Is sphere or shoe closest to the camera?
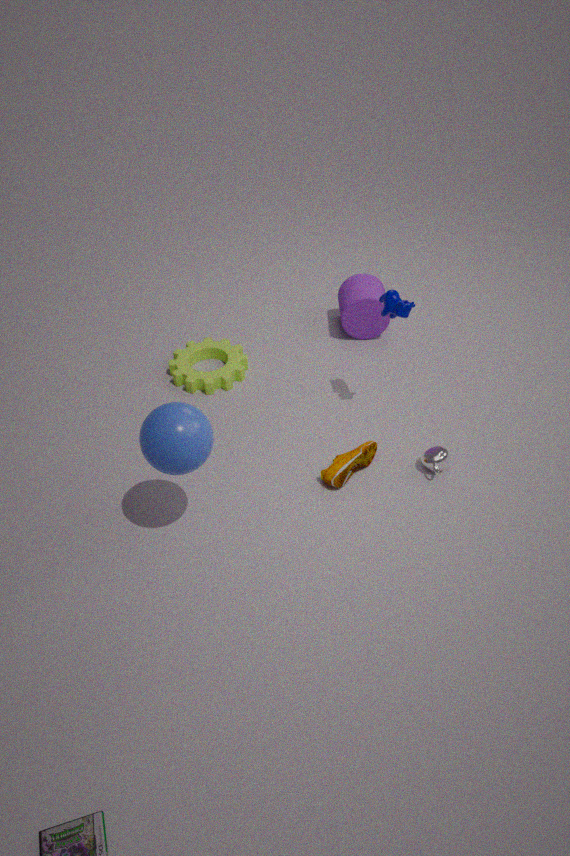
sphere
